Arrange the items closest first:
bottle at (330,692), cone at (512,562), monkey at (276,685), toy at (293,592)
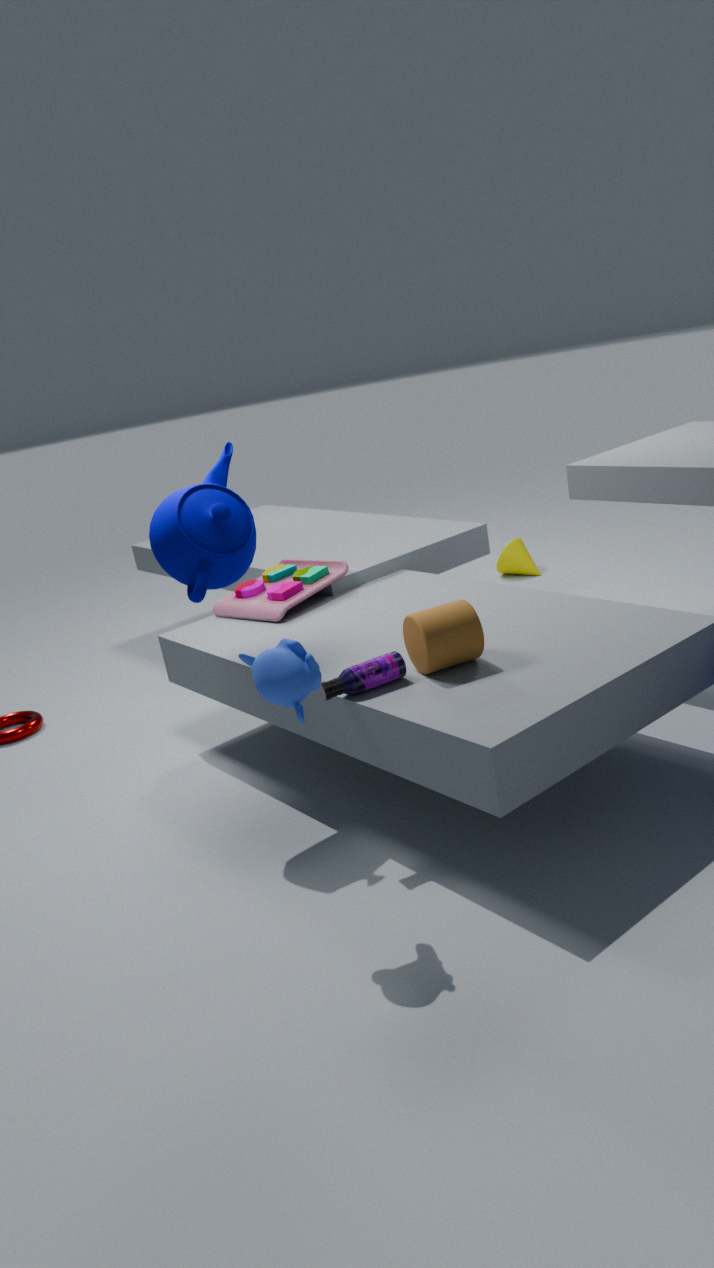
monkey at (276,685) < bottle at (330,692) < toy at (293,592) < cone at (512,562)
